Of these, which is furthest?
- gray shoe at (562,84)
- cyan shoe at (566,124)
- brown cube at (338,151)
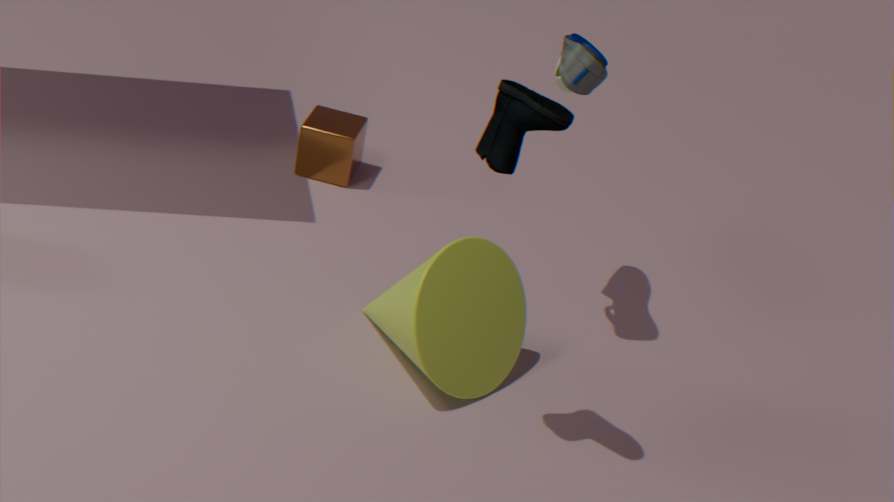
brown cube at (338,151)
